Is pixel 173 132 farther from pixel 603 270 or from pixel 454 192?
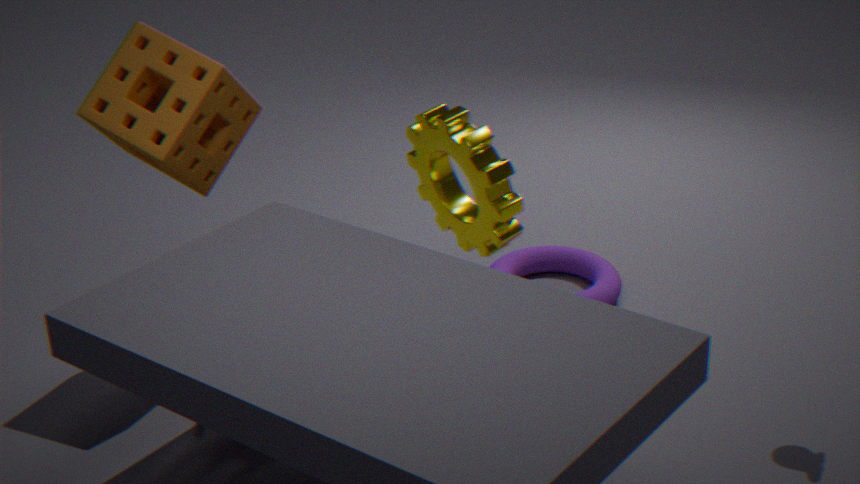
pixel 603 270
